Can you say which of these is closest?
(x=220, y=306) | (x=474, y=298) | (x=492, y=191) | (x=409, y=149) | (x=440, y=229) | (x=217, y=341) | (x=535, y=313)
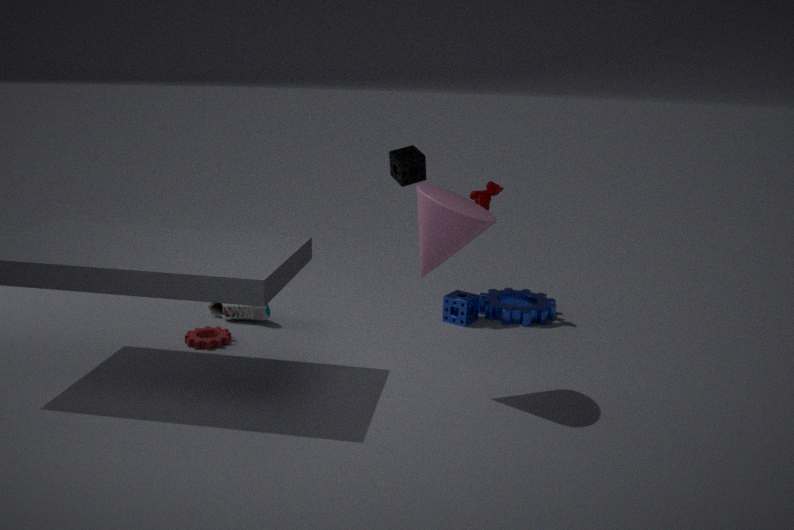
(x=440, y=229)
